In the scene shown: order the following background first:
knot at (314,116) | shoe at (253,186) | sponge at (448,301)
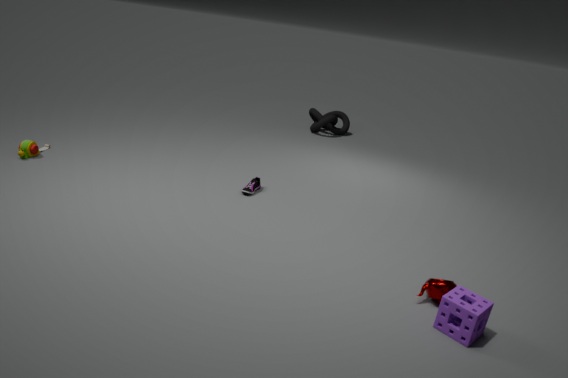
1. knot at (314,116)
2. shoe at (253,186)
3. sponge at (448,301)
